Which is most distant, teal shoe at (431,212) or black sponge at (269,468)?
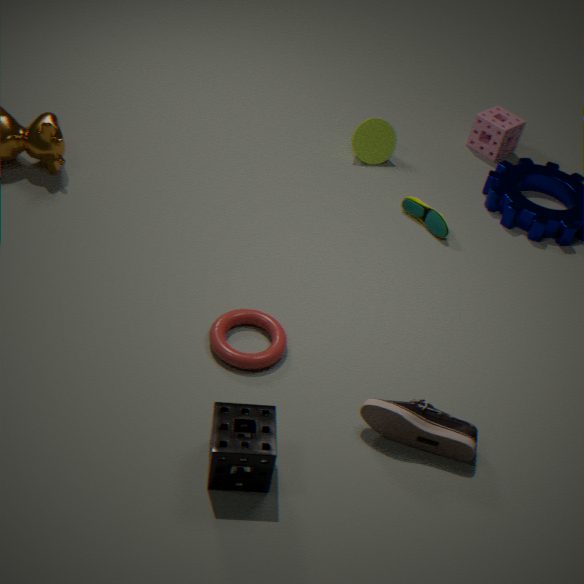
teal shoe at (431,212)
